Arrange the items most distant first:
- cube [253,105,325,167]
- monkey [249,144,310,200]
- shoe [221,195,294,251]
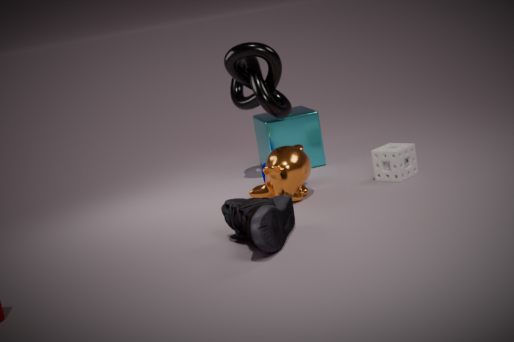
1. cube [253,105,325,167]
2. monkey [249,144,310,200]
3. shoe [221,195,294,251]
